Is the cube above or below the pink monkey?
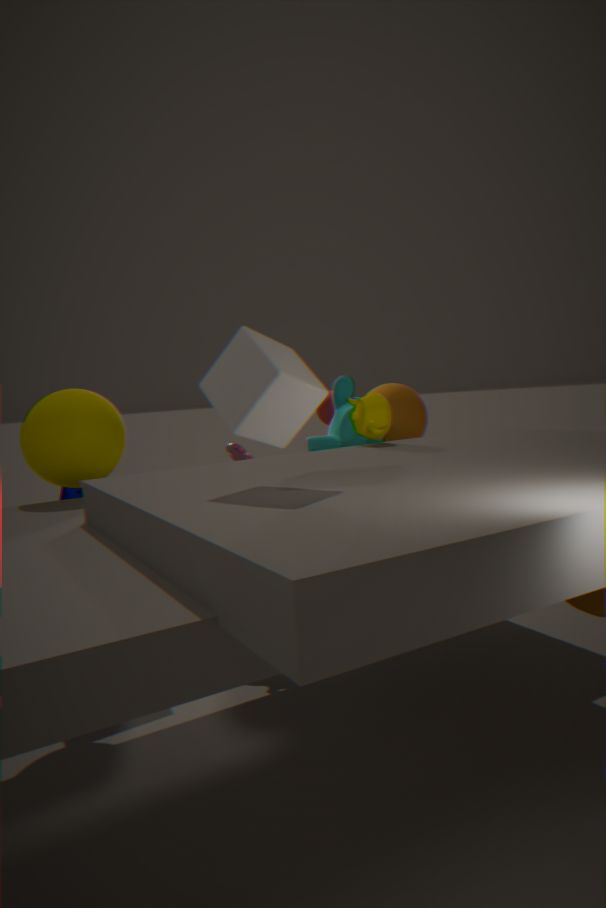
above
